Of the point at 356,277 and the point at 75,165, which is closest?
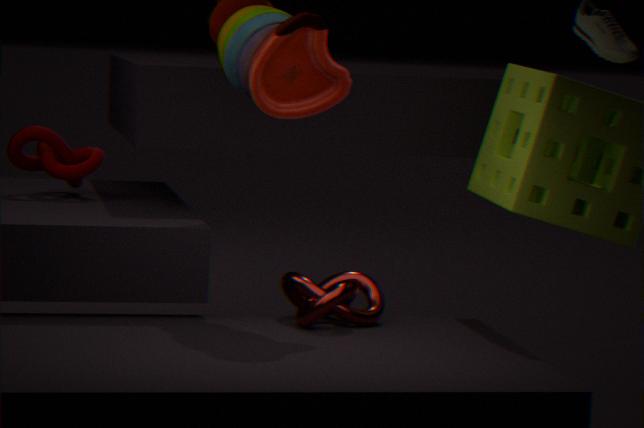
the point at 356,277
